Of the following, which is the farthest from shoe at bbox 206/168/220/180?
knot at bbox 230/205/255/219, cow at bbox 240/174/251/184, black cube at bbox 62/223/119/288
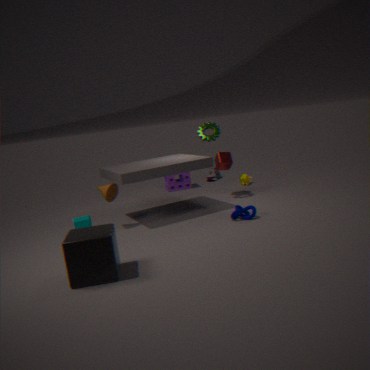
black cube at bbox 62/223/119/288
